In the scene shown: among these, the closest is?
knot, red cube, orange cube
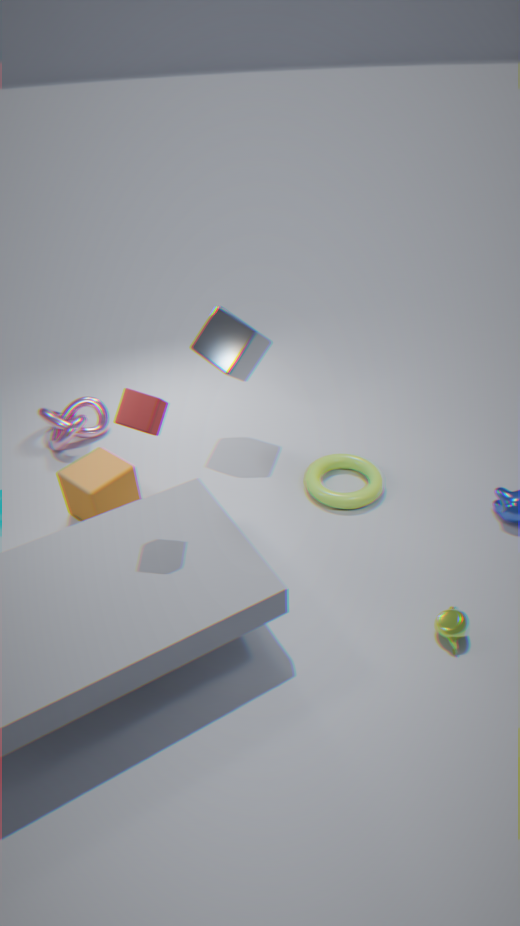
red cube
